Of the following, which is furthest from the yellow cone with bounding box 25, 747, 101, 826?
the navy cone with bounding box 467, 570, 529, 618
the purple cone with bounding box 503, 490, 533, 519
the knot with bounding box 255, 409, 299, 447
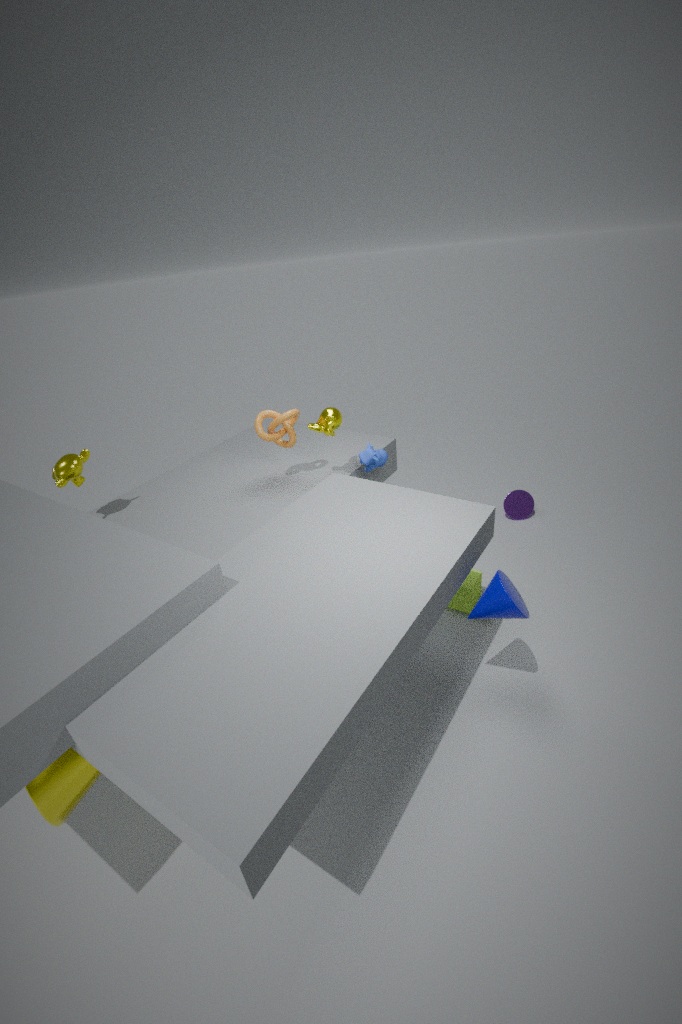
the purple cone with bounding box 503, 490, 533, 519
